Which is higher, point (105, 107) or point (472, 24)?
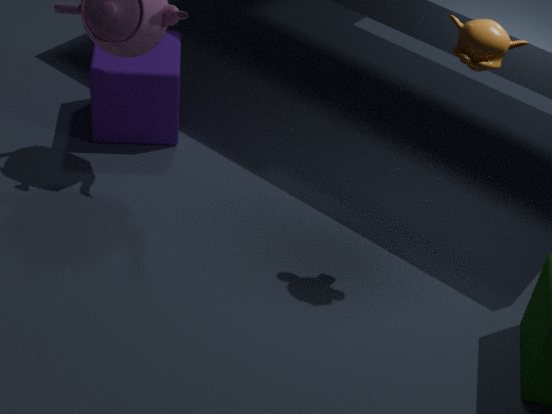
point (472, 24)
